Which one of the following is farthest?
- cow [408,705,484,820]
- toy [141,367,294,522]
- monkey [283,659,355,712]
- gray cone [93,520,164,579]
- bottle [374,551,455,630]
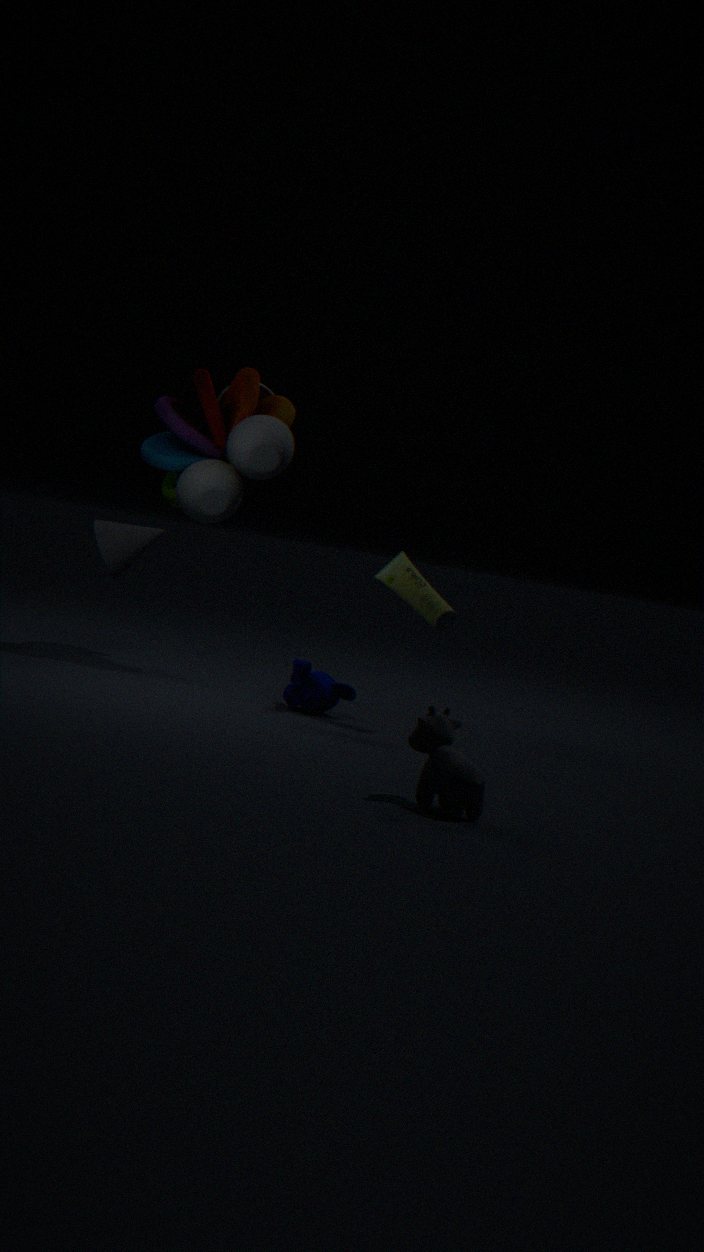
gray cone [93,520,164,579]
